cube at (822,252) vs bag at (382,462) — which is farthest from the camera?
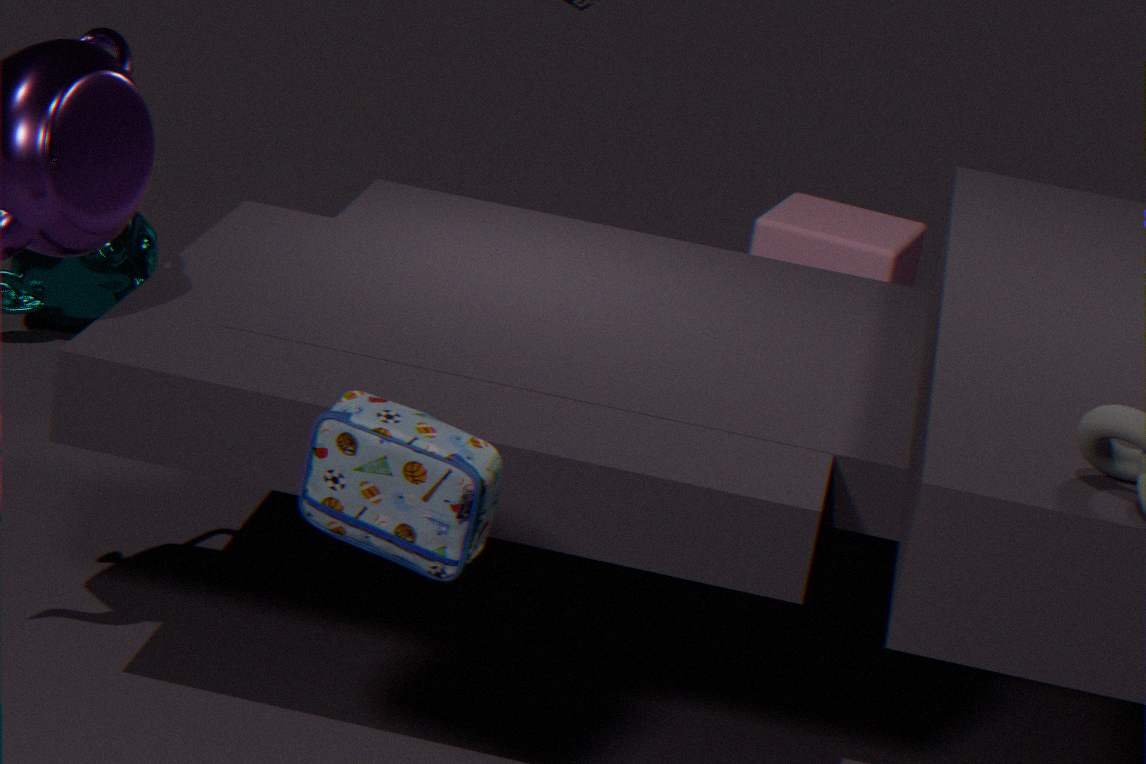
cube at (822,252)
